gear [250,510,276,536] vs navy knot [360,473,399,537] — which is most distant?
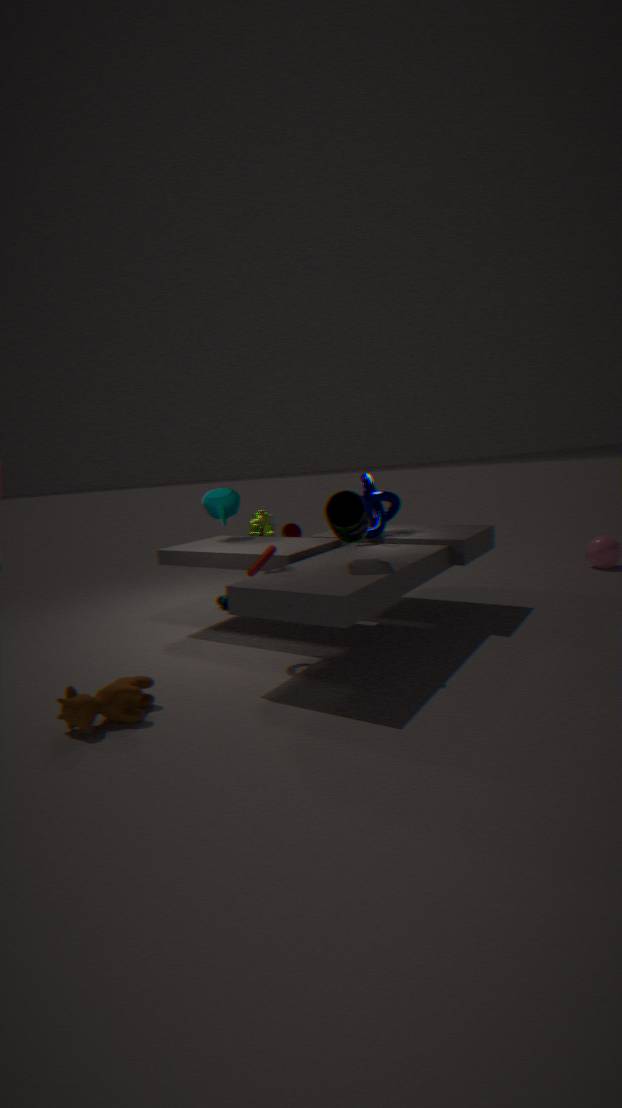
gear [250,510,276,536]
